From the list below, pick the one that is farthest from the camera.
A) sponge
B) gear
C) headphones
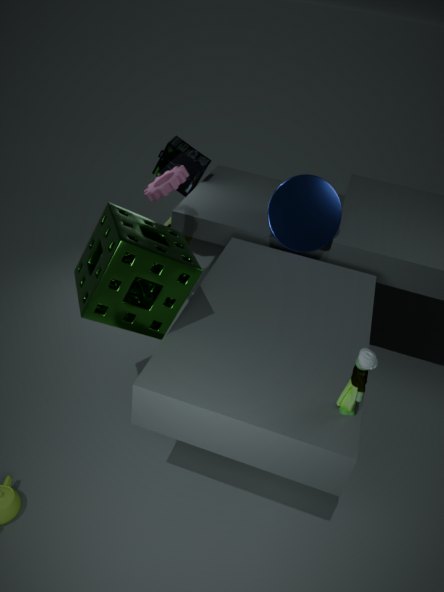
headphones
